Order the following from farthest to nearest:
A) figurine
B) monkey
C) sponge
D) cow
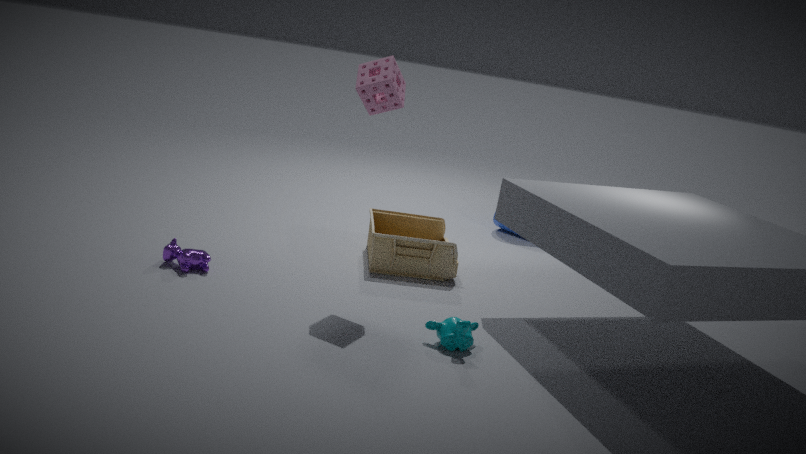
figurine < cow < sponge < monkey
